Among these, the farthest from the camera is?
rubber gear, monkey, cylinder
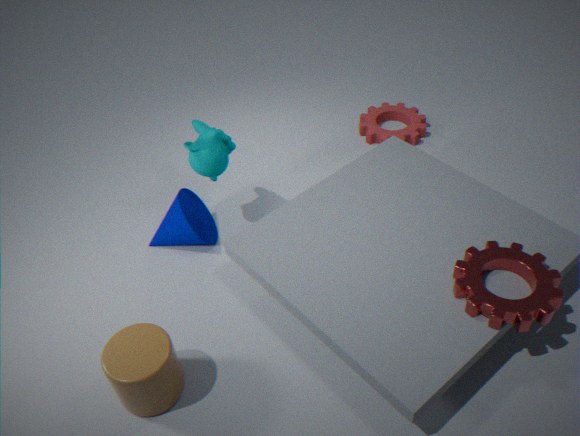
rubber gear
